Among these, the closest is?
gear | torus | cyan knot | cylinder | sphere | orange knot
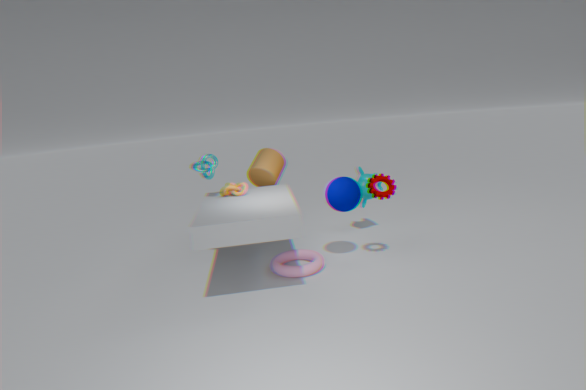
torus
